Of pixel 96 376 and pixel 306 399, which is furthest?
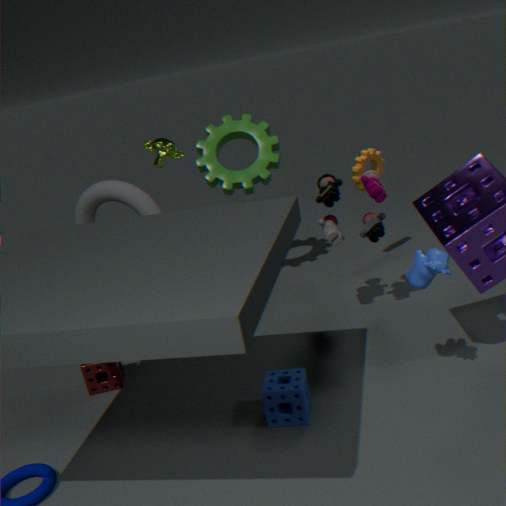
pixel 96 376
